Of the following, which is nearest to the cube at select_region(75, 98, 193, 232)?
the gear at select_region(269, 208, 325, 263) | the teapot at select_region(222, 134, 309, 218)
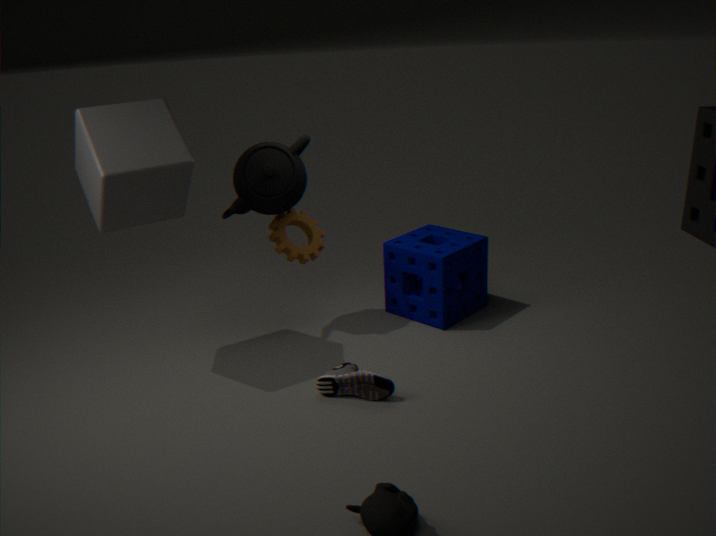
the teapot at select_region(222, 134, 309, 218)
